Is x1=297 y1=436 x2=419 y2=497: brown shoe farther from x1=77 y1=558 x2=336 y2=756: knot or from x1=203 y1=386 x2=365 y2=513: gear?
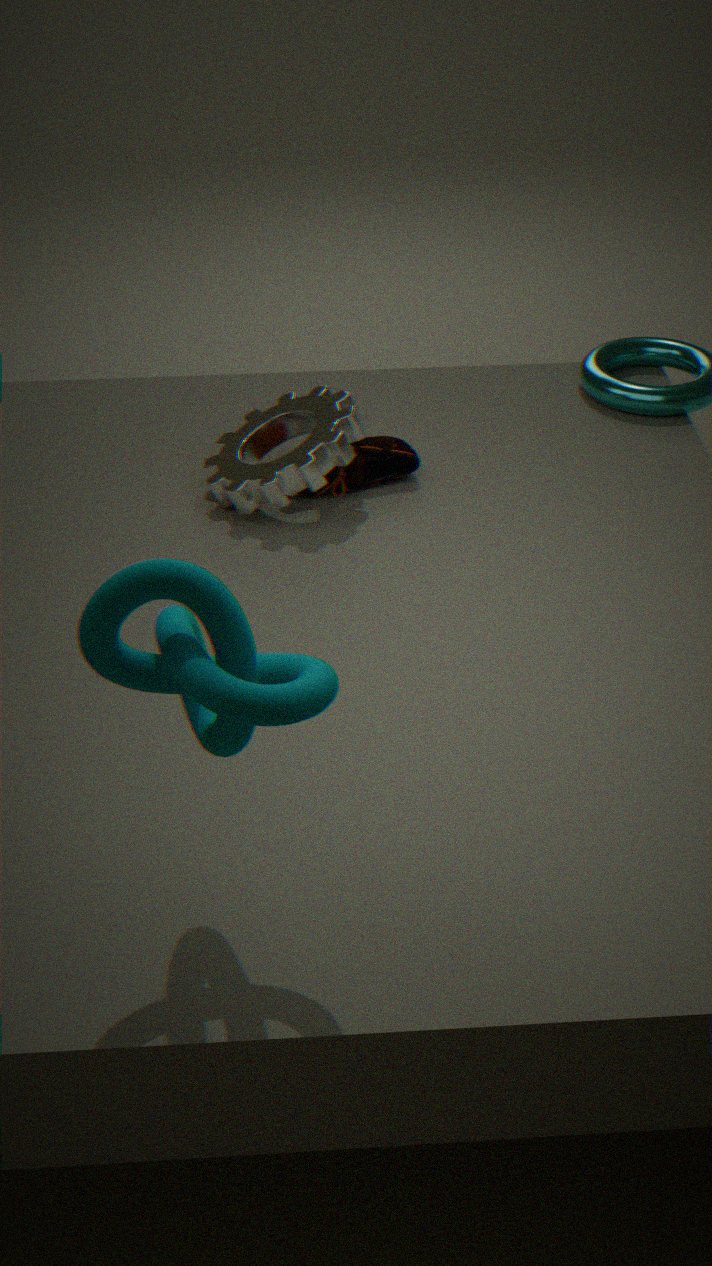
x1=77 y1=558 x2=336 y2=756: knot
